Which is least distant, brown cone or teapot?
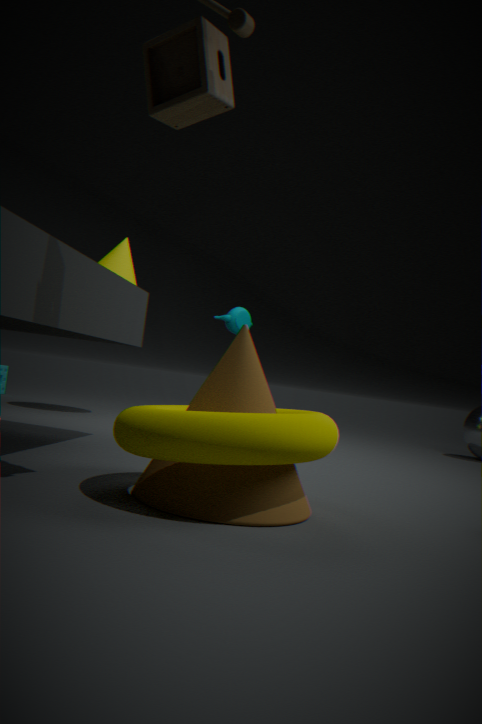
brown cone
